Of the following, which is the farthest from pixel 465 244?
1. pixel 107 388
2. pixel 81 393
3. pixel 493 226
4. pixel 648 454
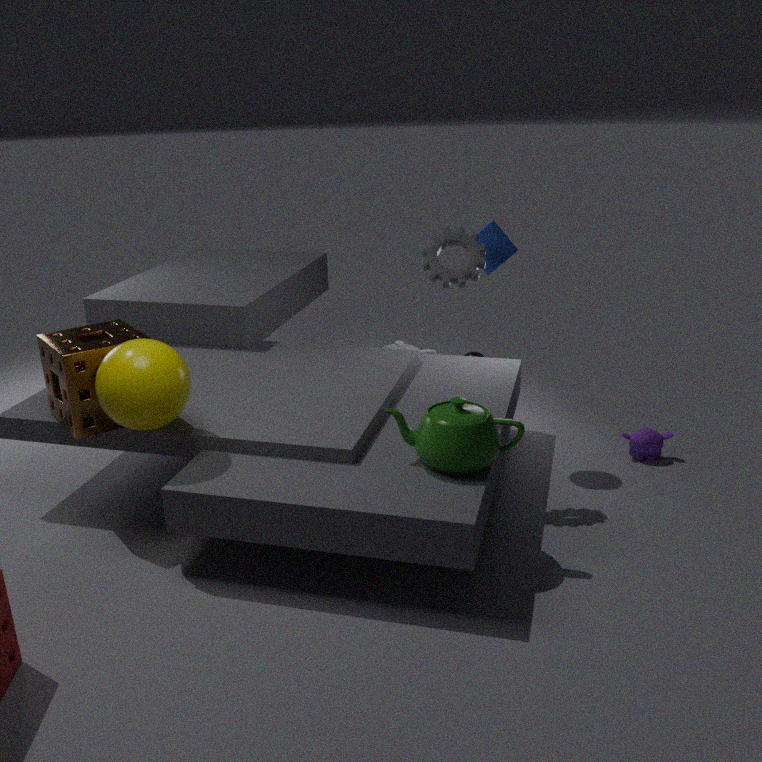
pixel 81 393
